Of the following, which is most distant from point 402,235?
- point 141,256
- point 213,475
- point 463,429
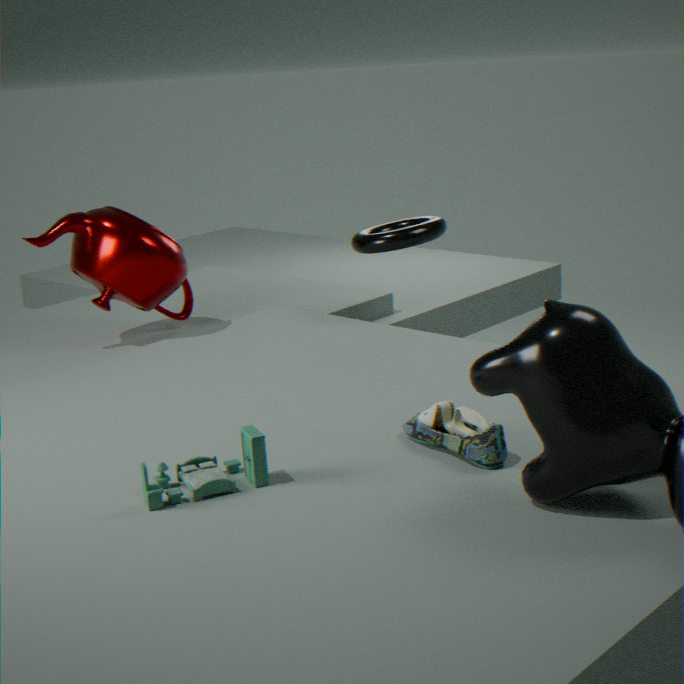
point 213,475
